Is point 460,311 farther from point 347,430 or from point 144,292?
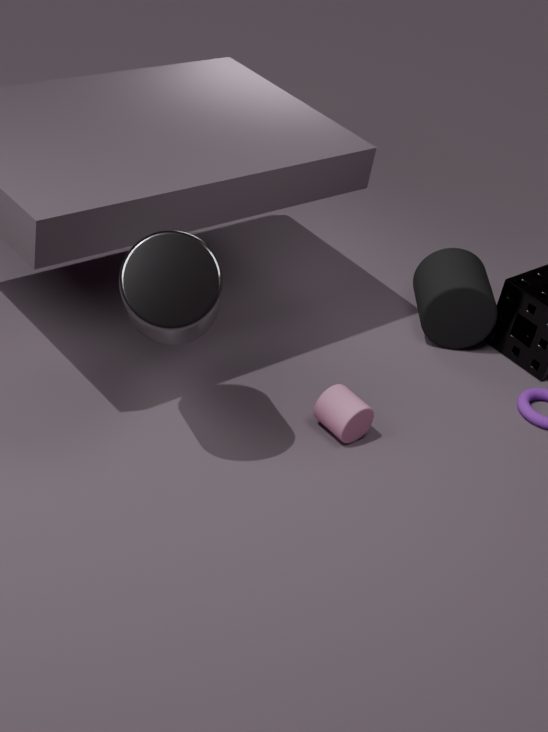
point 144,292
